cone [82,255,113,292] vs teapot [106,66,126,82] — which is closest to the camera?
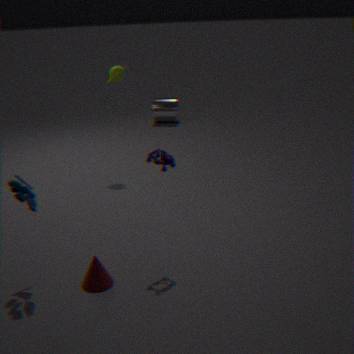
cone [82,255,113,292]
